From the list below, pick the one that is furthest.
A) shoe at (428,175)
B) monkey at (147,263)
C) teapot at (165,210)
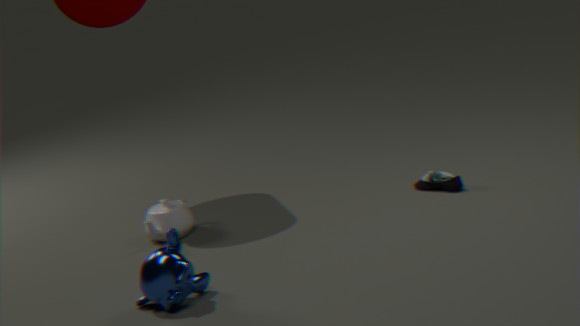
teapot at (165,210)
